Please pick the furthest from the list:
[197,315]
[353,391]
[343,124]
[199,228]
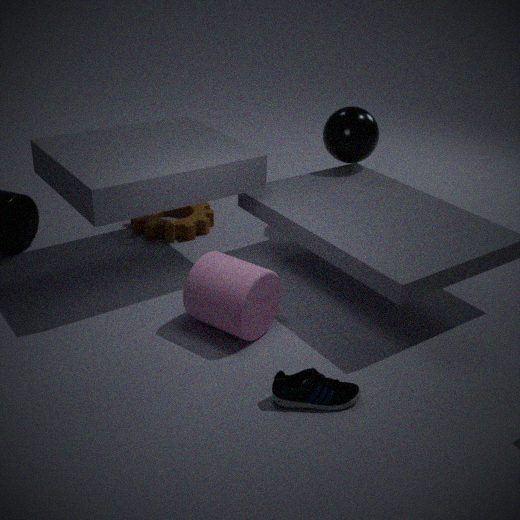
[199,228]
